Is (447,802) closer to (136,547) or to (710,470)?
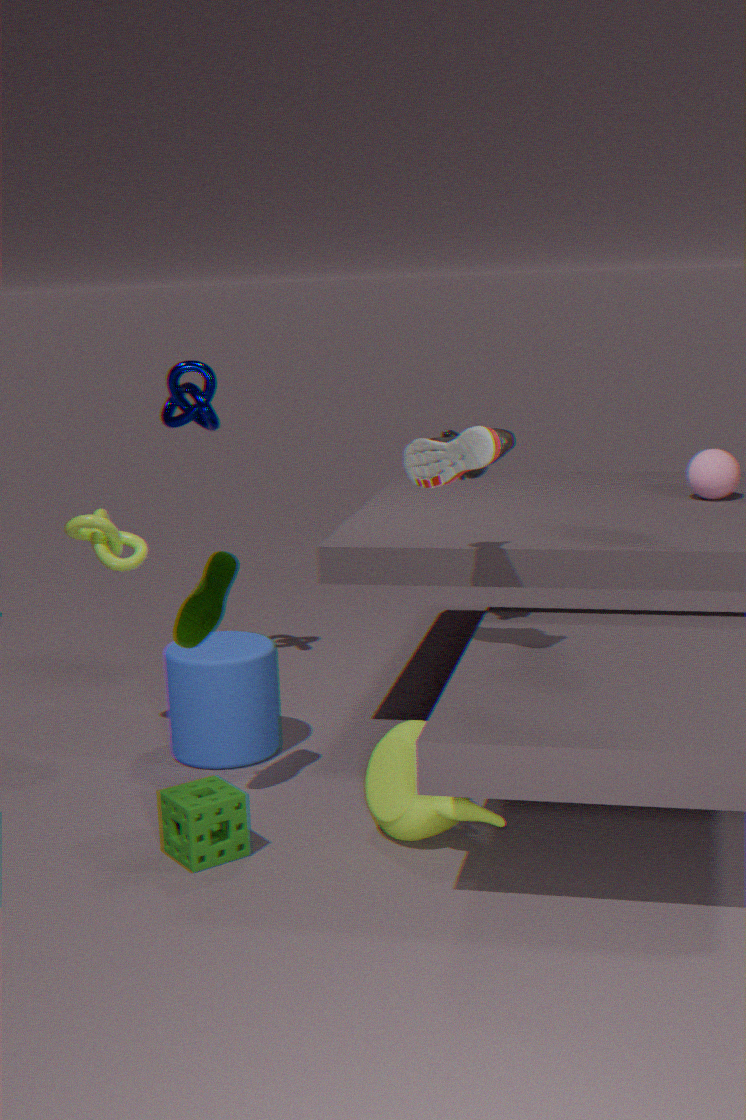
(136,547)
